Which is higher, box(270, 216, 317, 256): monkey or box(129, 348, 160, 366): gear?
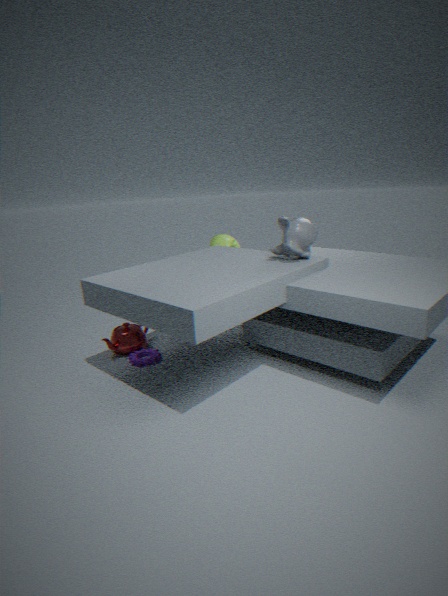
box(270, 216, 317, 256): monkey
